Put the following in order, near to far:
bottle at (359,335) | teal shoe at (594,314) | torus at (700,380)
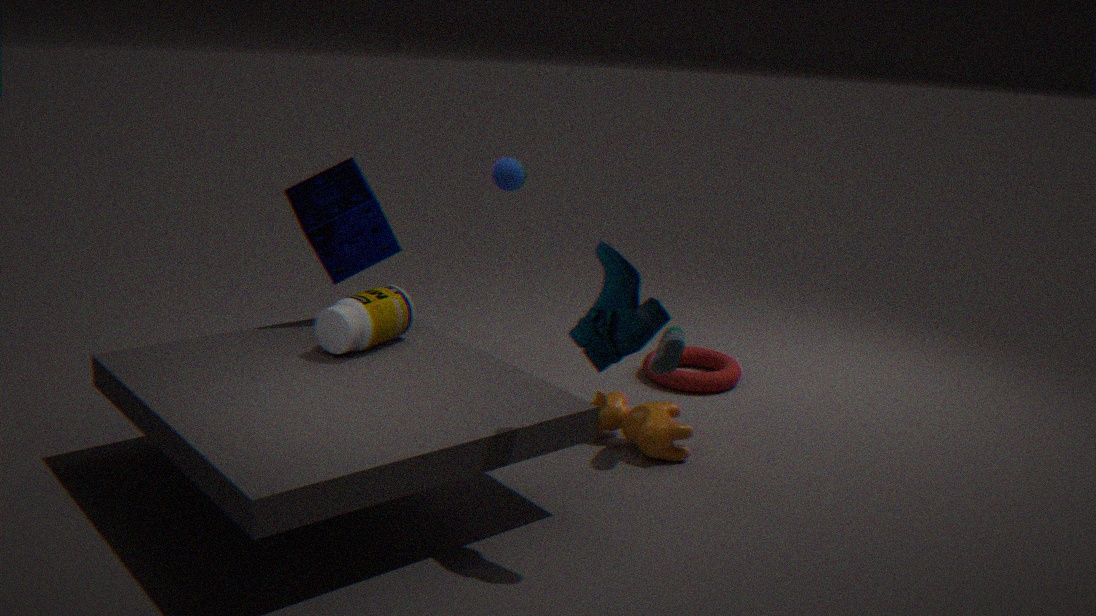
teal shoe at (594,314)
bottle at (359,335)
torus at (700,380)
